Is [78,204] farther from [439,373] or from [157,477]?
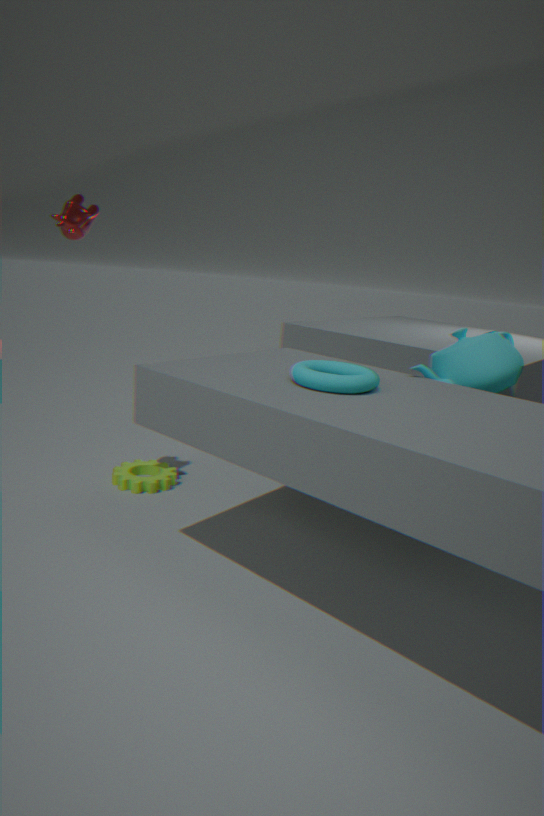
[439,373]
